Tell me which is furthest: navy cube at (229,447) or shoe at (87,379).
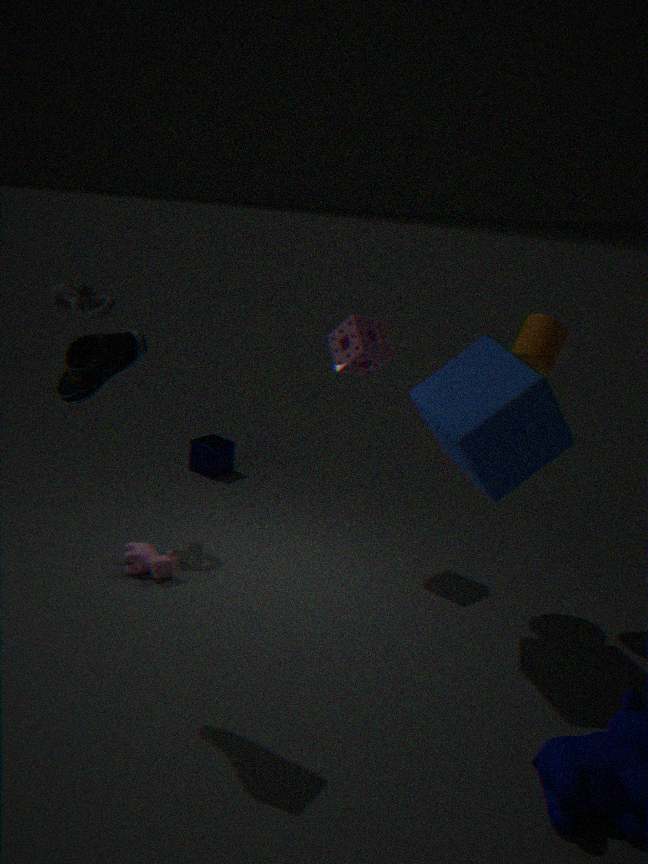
navy cube at (229,447)
